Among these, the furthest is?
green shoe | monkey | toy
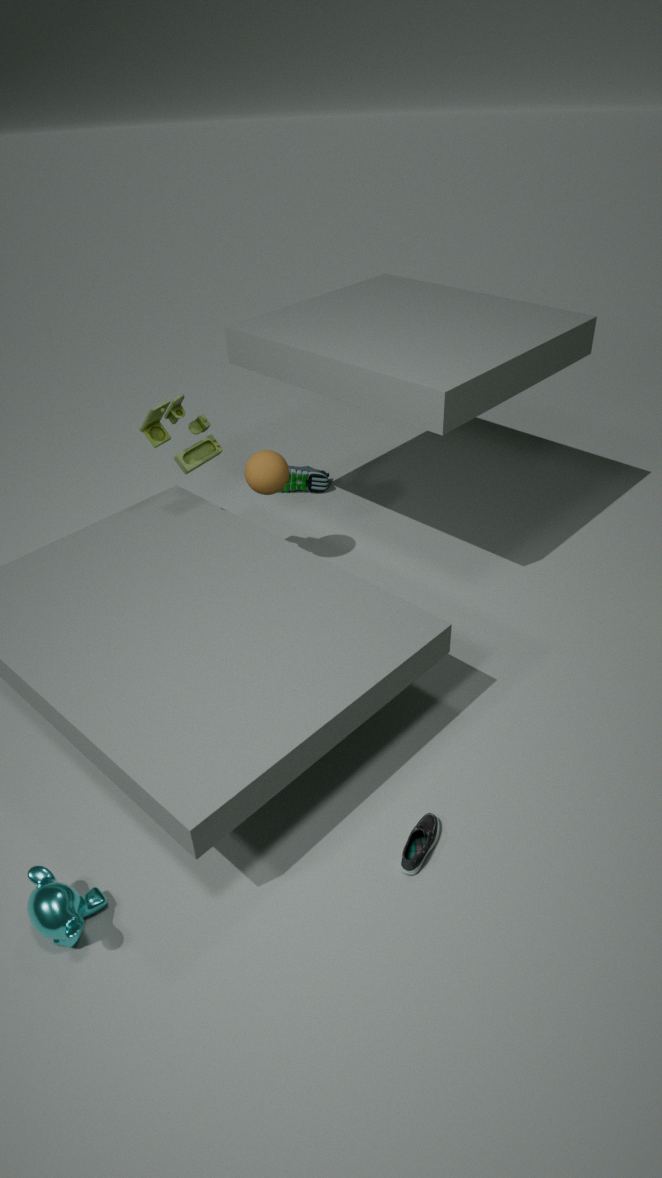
green shoe
